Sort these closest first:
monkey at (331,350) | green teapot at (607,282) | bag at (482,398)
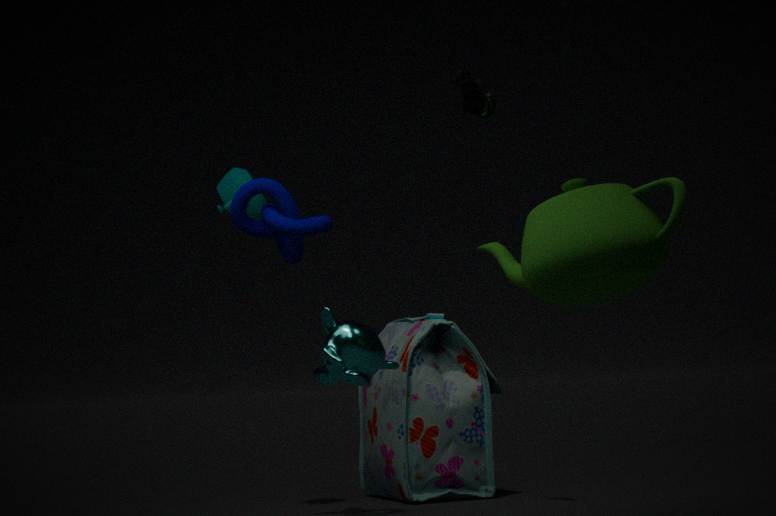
green teapot at (607,282), monkey at (331,350), bag at (482,398)
